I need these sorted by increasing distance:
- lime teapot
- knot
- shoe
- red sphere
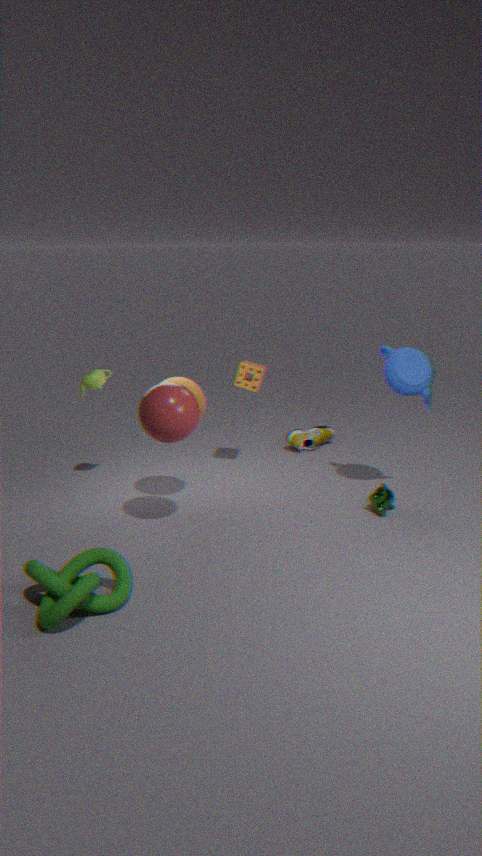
1. knot
2. red sphere
3. lime teapot
4. shoe
